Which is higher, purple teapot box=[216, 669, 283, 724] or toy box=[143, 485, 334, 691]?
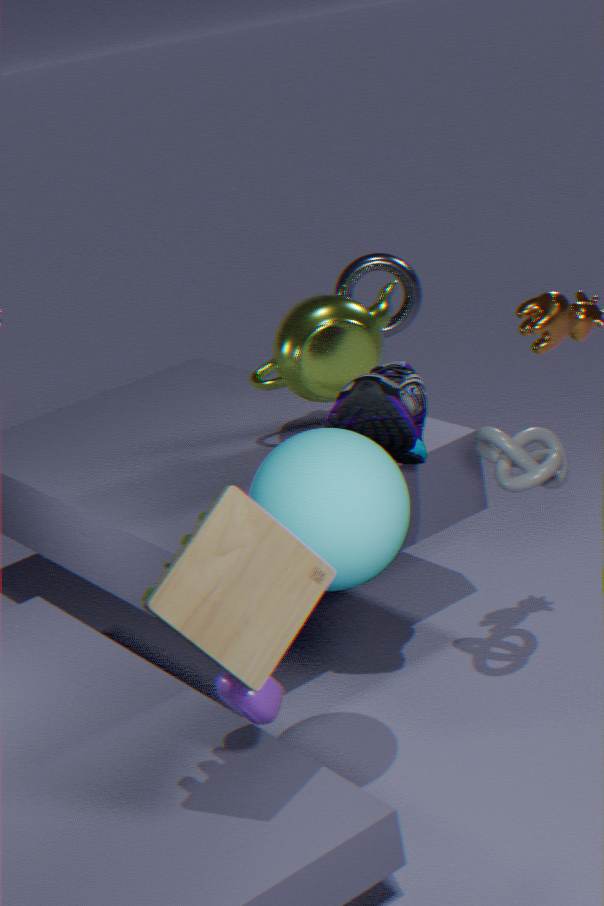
toy box=[143, 485, 334, 691]
